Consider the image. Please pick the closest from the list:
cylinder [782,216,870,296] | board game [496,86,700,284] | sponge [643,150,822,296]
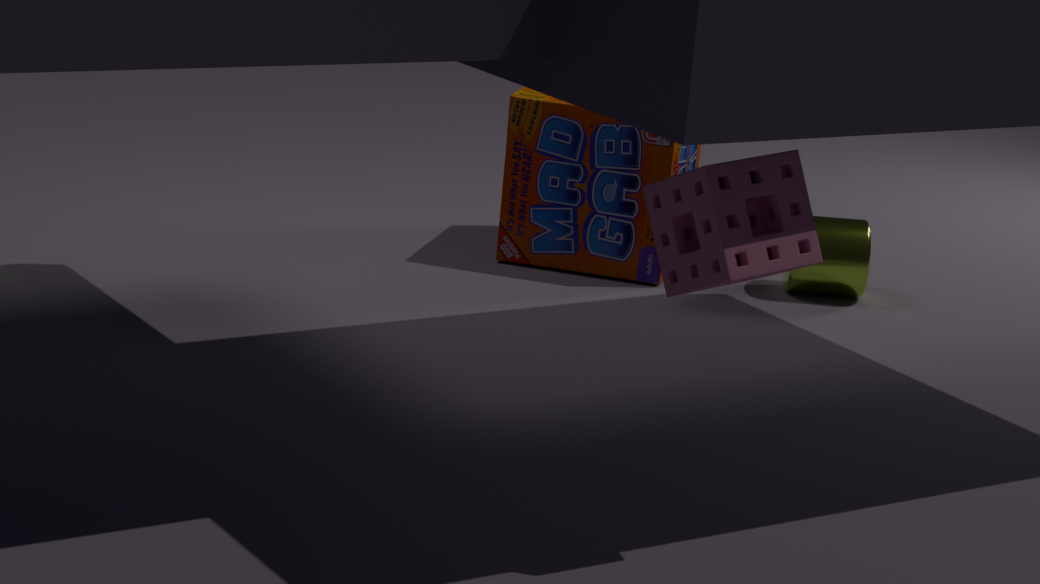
sponge [643,150,822,296]
